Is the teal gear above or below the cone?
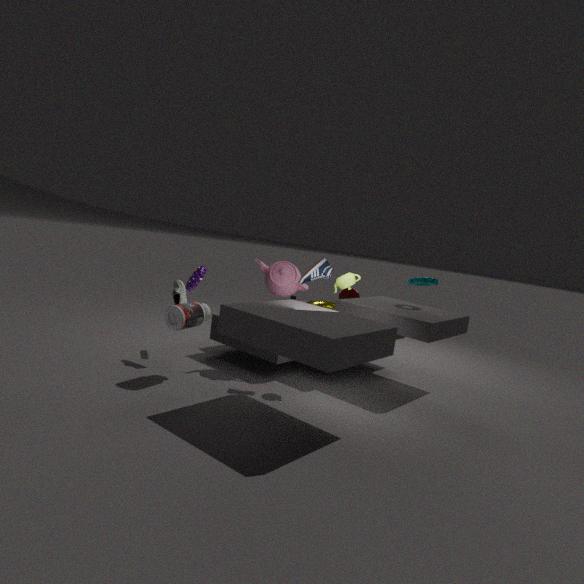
above
